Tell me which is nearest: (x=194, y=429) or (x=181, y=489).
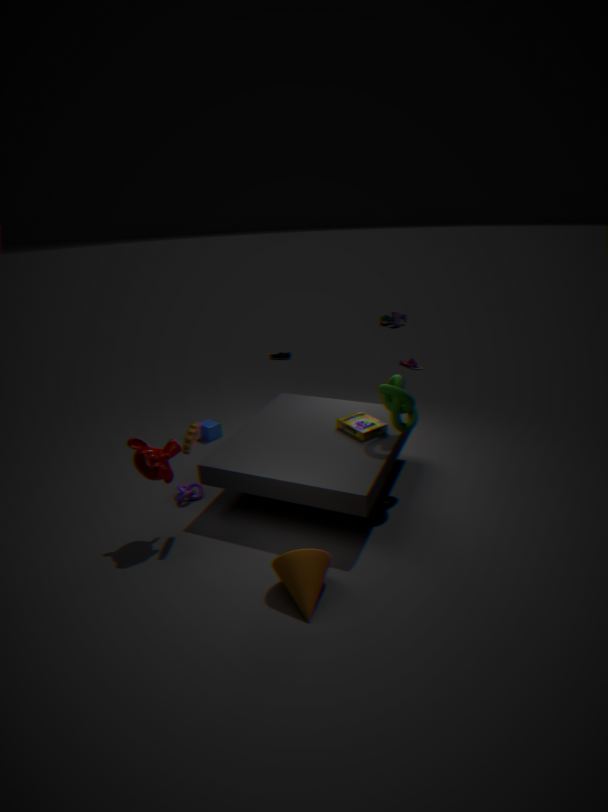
(x=194, y=429)
